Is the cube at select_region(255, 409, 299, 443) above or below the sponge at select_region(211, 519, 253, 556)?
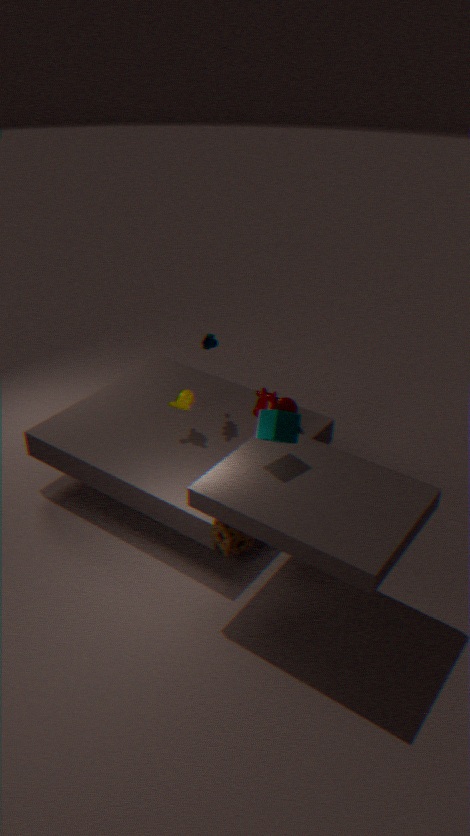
above
